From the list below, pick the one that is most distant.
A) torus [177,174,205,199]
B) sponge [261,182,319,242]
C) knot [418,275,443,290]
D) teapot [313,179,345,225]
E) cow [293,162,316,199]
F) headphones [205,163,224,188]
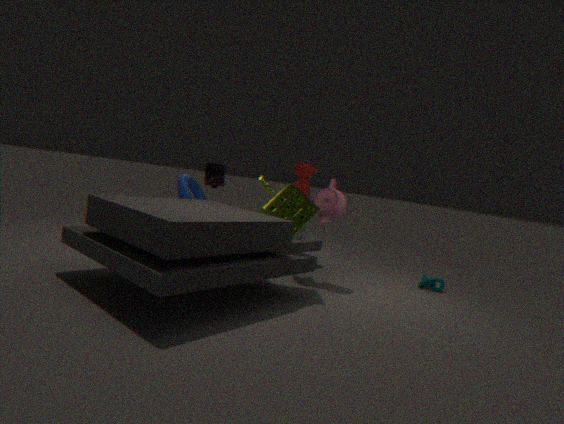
headphones [205,163,224,188]
